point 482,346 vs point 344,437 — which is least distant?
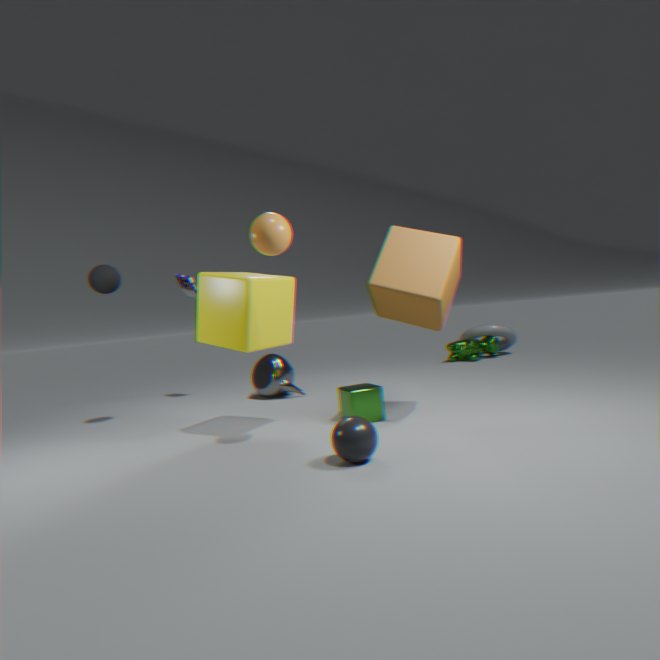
point 344,437
